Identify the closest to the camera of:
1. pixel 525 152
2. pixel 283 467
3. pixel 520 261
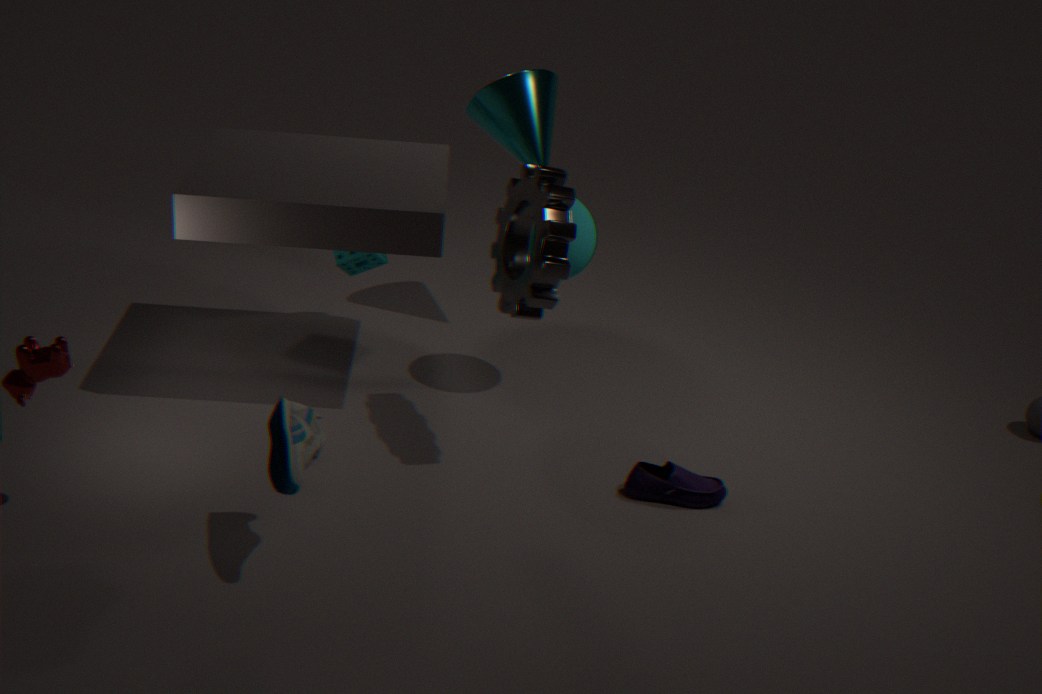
pixel 283 467
